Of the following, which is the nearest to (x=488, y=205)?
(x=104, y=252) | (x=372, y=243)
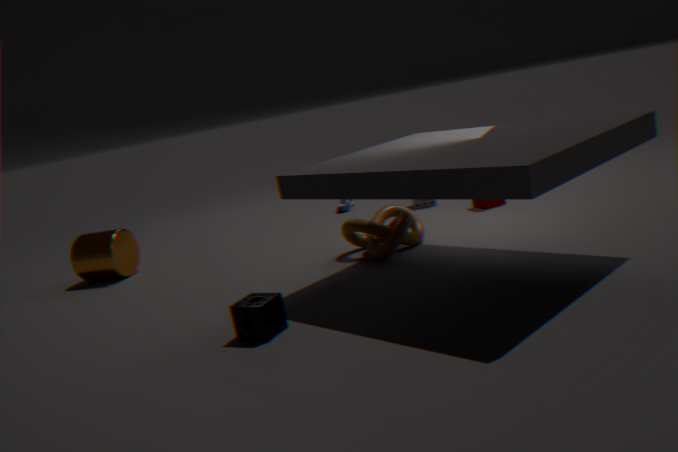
(x=372, y=243)
